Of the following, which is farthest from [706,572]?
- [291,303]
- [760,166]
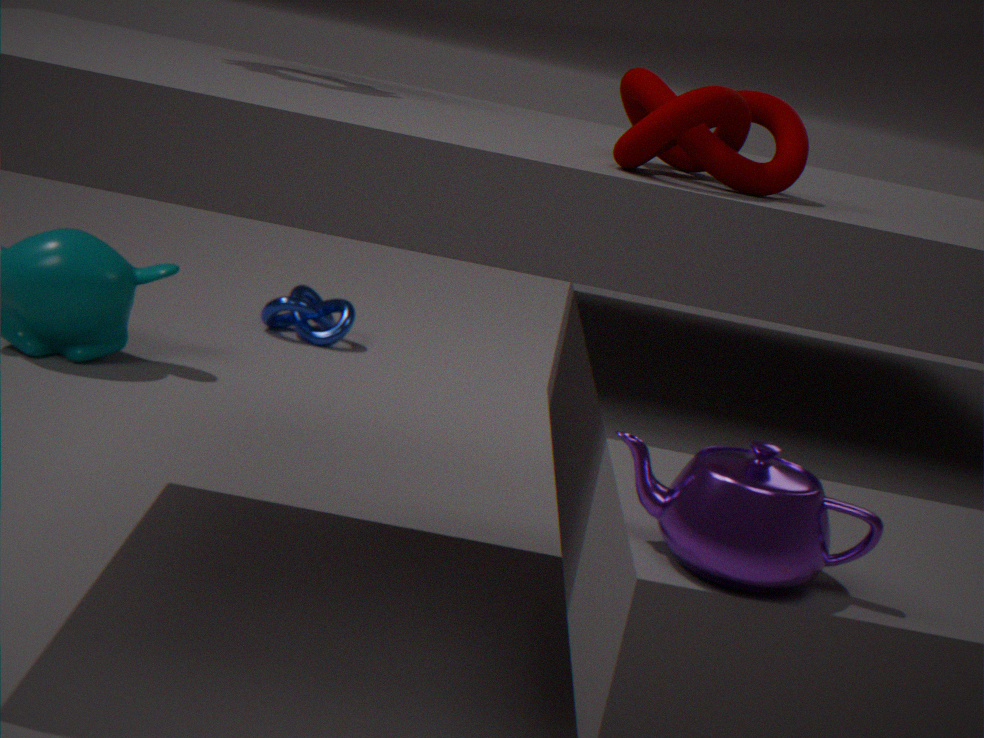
[291,303]
